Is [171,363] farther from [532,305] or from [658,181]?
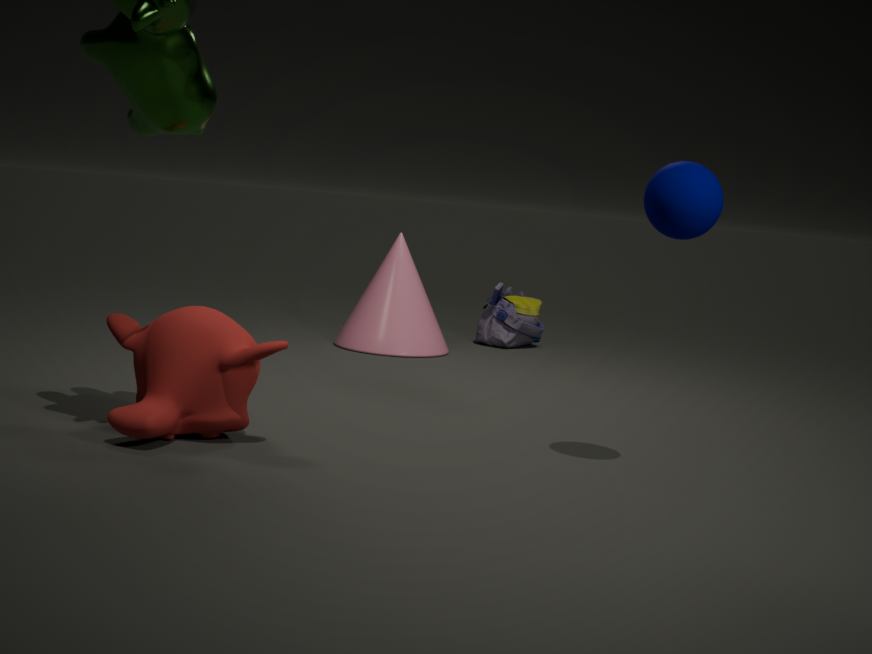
[532,305]
